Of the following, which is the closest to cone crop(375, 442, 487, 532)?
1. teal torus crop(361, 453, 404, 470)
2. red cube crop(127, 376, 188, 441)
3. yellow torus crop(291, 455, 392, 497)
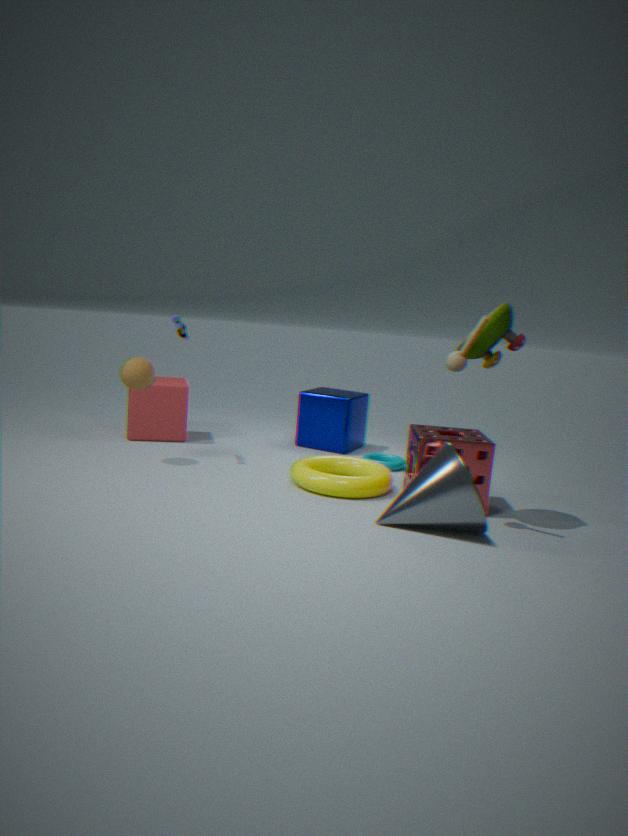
yellow torus crop(291, 455, 392, 497)
